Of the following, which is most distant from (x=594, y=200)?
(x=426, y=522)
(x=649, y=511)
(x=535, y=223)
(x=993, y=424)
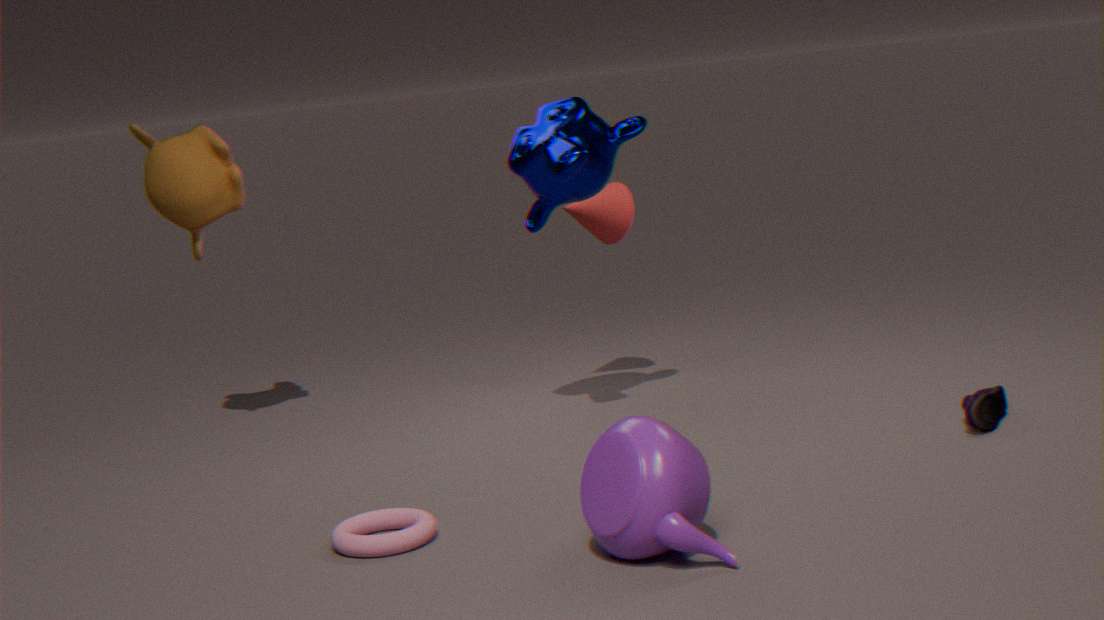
(x=649, y=511)
